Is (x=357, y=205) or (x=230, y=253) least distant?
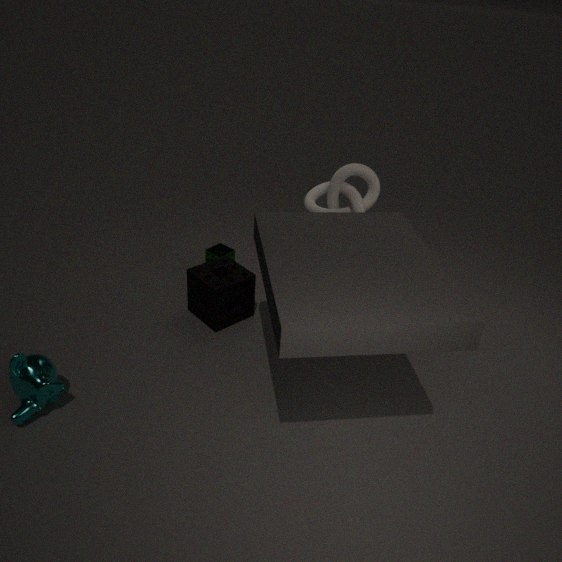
(x=357, y=205)
